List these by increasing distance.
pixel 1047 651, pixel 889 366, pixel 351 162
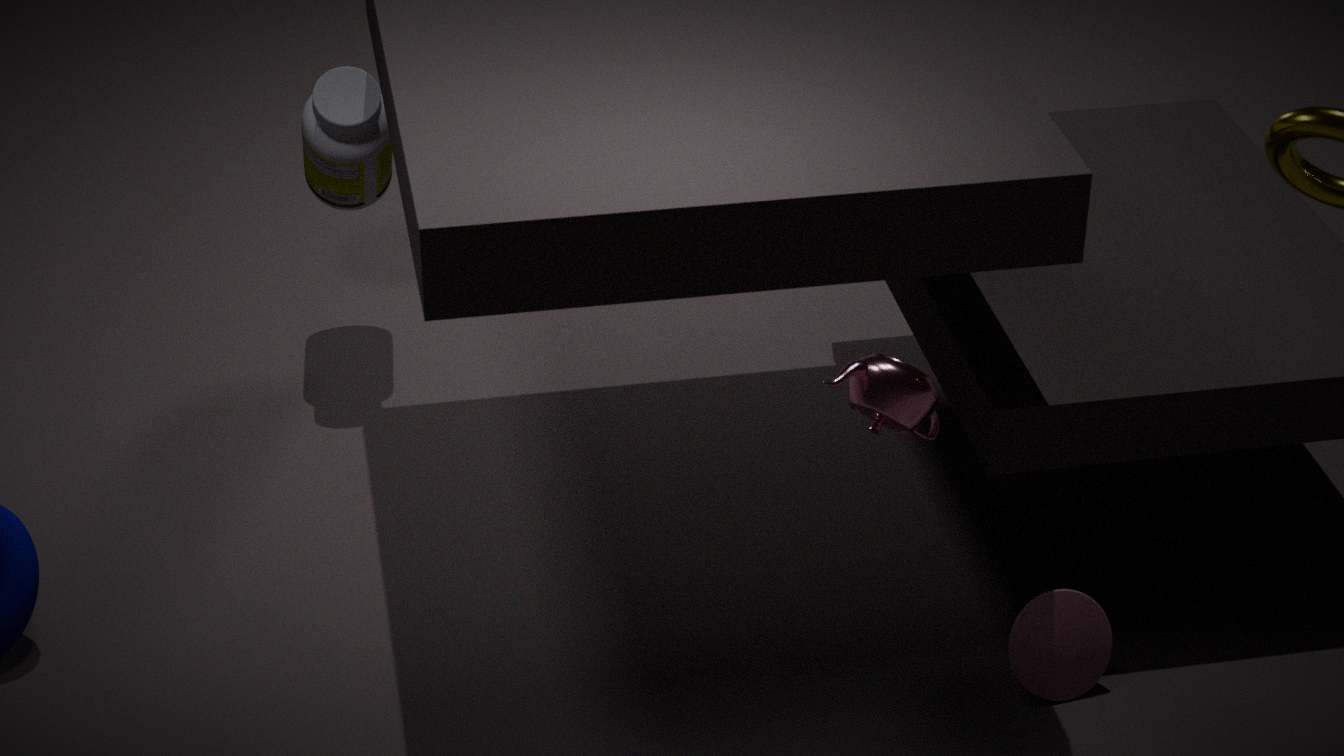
1. pixel 889 366
2. pixel 1047 651
3. pixel 351 162
